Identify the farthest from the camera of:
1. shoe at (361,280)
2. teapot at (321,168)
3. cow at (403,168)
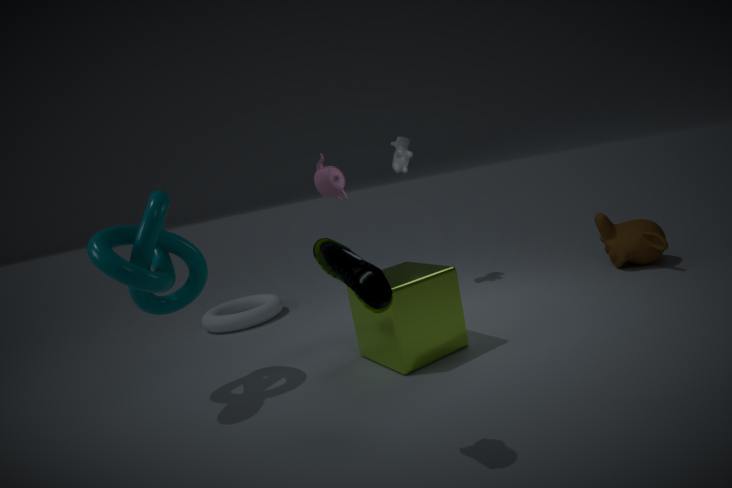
cow at (403,168)
